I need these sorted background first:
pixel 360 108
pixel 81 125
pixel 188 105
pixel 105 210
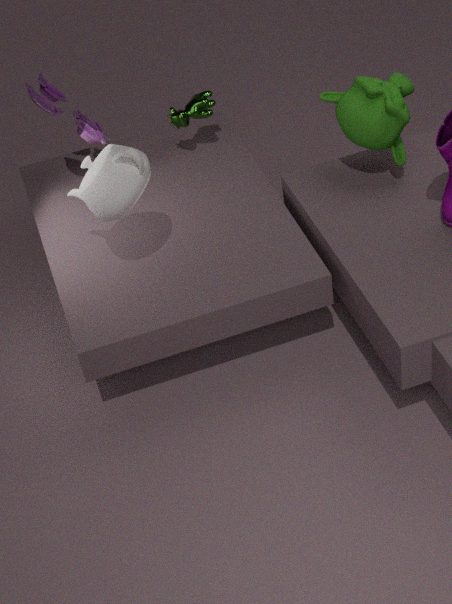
pixel 188 105
pixel 81 125
pixel 360 108
pixel 105 210
